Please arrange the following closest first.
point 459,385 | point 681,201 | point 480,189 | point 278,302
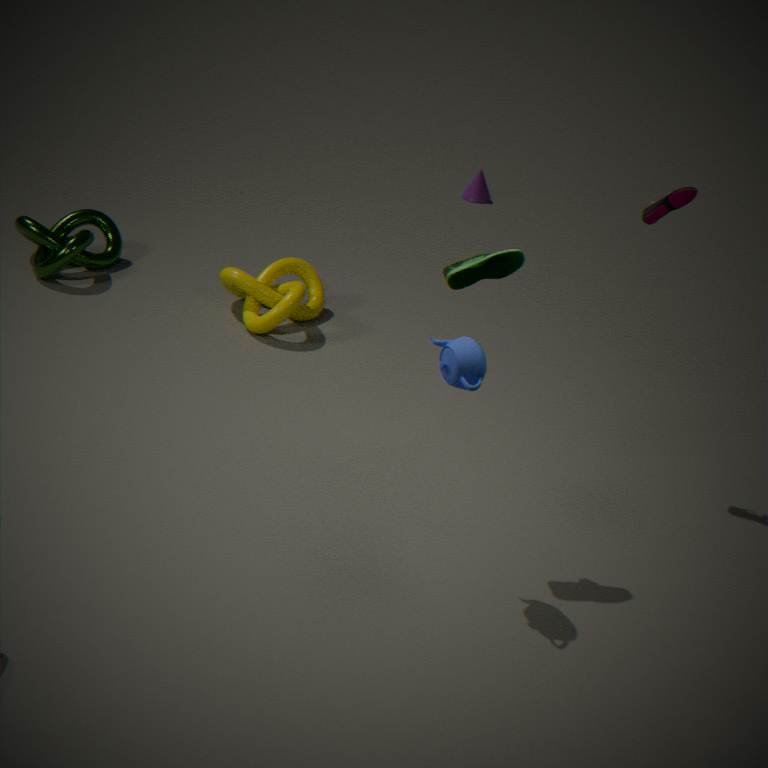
point 459,385 → point 681,201 → point 278,302 → point 480,189
